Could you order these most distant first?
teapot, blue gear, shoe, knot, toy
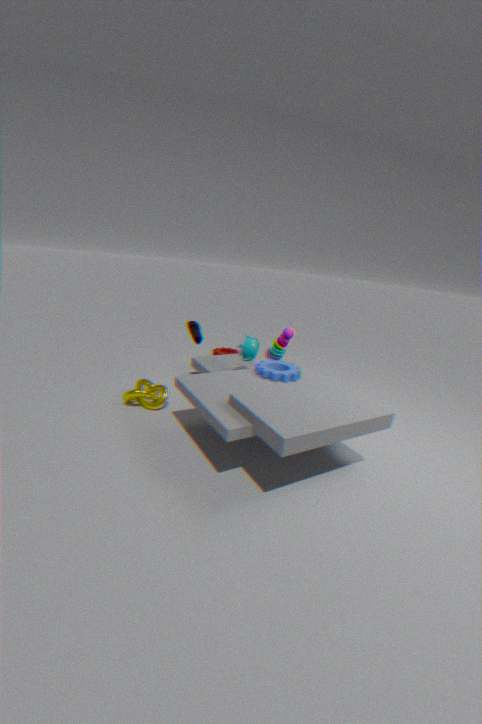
toy
teapot
shoe
knot
blue gear
